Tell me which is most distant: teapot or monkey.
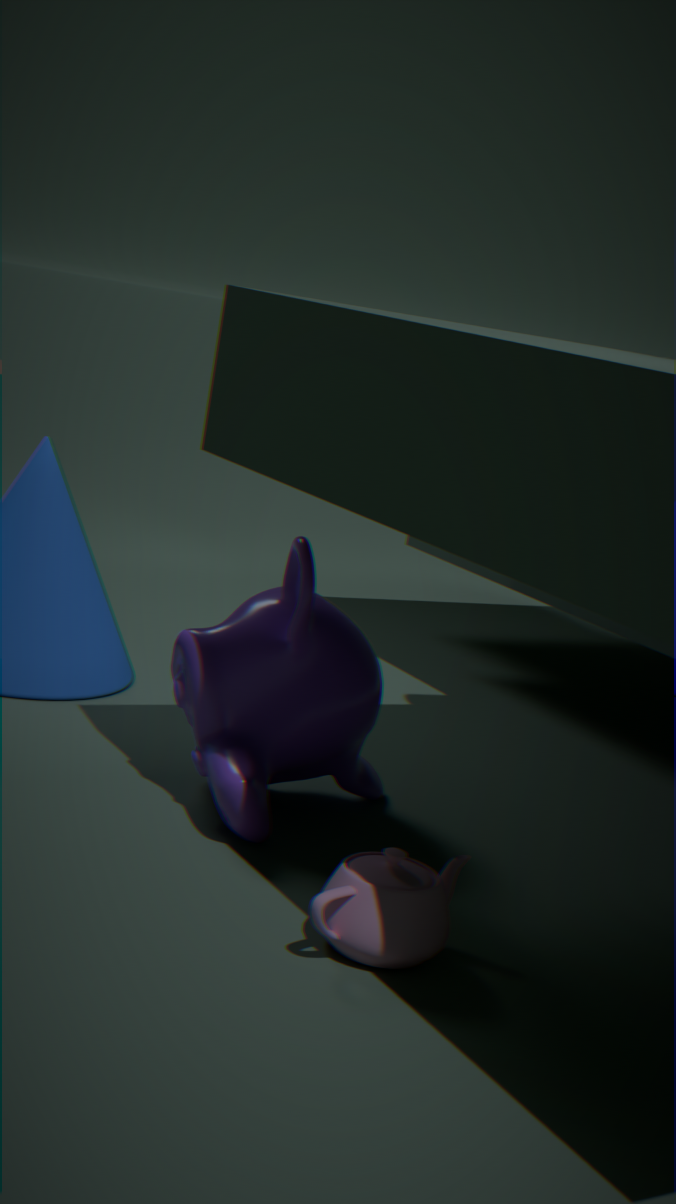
monkey
